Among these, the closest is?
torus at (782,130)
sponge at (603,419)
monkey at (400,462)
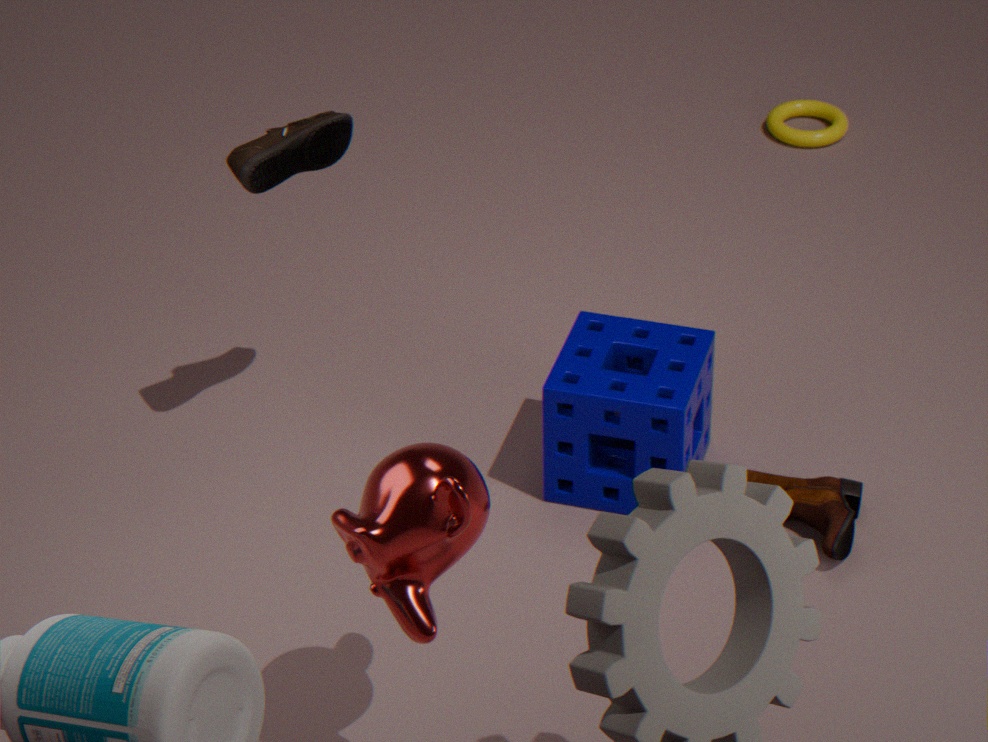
monkey at (400,462)
